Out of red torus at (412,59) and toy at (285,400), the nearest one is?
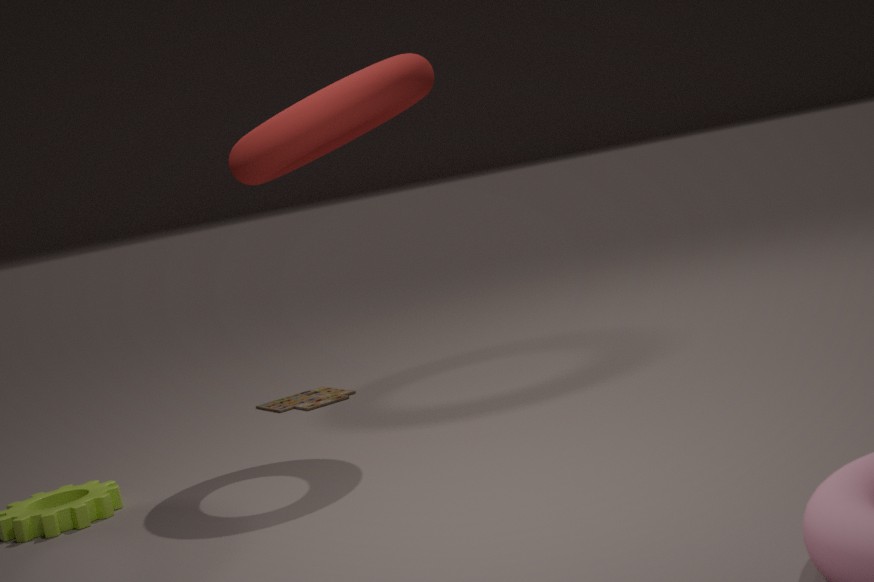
red torus at (412,59)
